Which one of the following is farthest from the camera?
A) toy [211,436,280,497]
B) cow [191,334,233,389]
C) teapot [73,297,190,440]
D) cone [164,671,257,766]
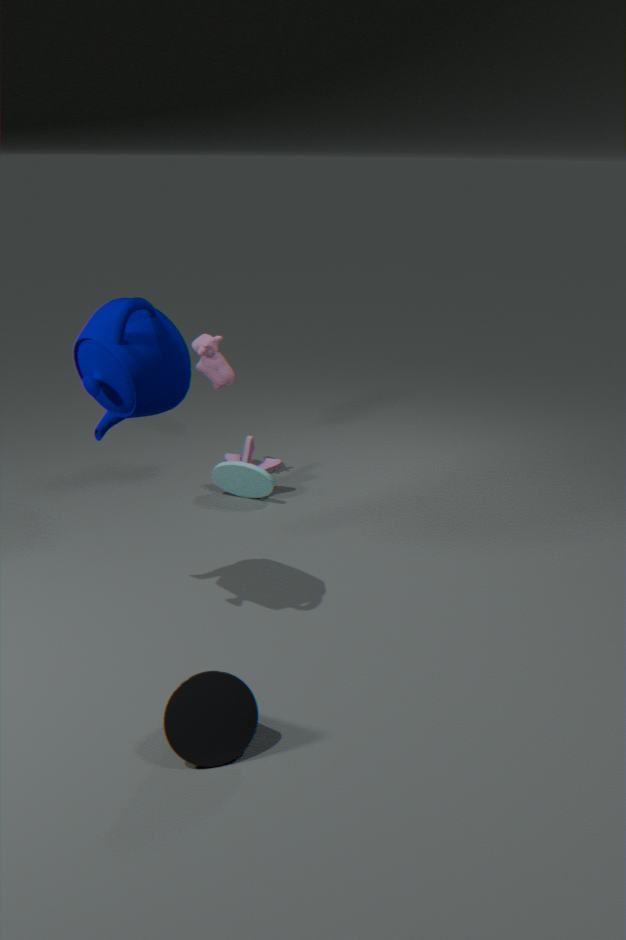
cow [191,334,233,389]
